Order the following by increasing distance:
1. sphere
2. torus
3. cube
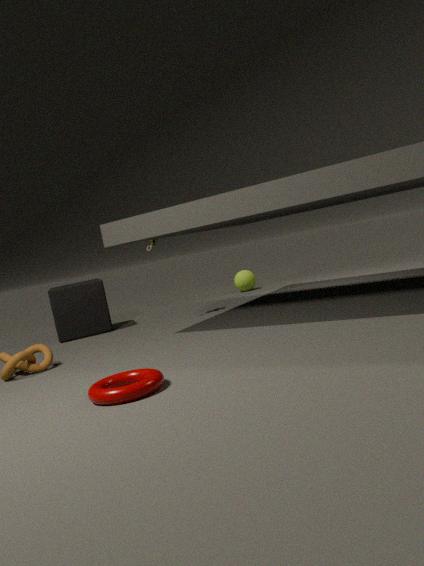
torus, cube, sphere
